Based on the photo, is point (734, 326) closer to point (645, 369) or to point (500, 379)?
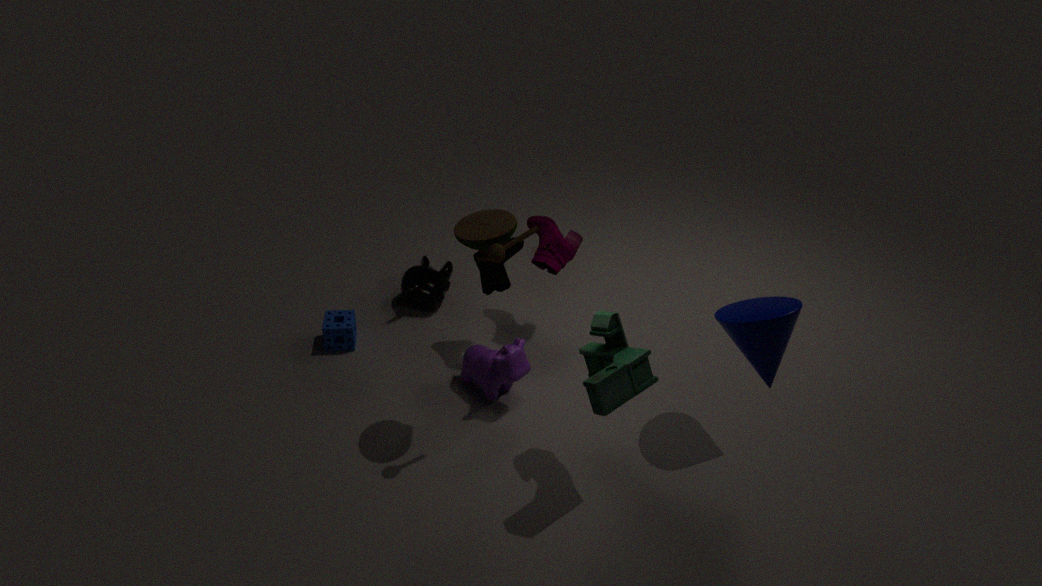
point (645, 369)
